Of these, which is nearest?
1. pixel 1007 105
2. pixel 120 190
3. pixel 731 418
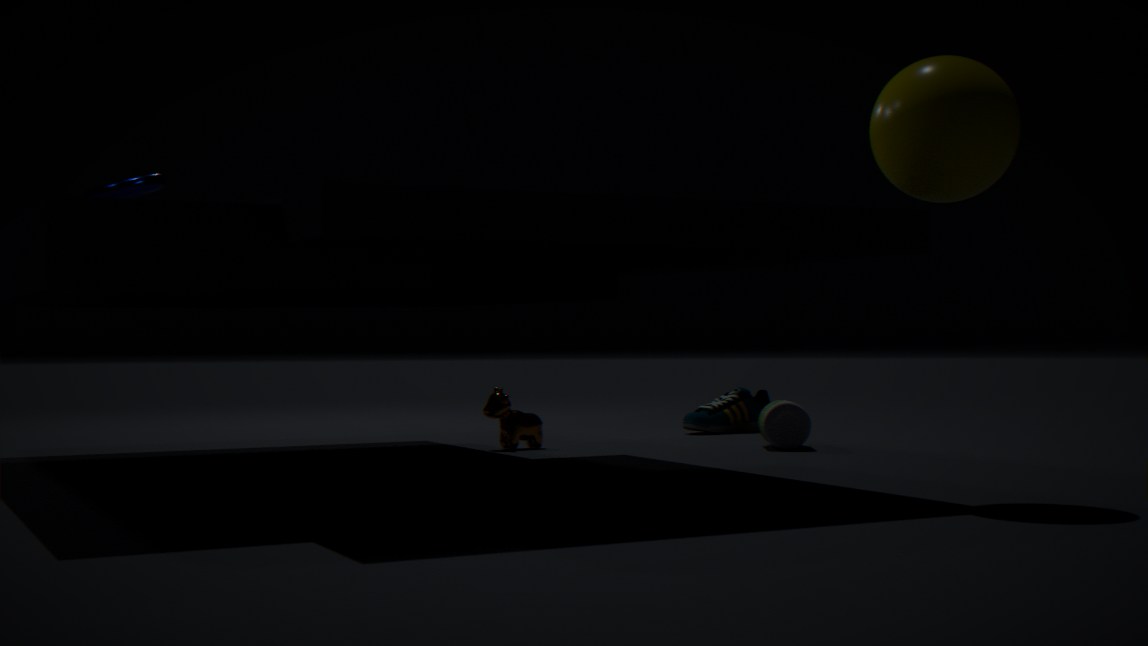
pixel 1007 105
